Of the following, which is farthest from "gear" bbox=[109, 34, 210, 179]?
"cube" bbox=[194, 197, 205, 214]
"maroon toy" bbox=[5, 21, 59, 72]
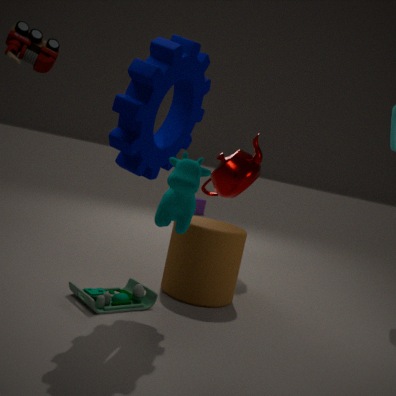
"cube" bbox=[194, 197, 205, 214]
